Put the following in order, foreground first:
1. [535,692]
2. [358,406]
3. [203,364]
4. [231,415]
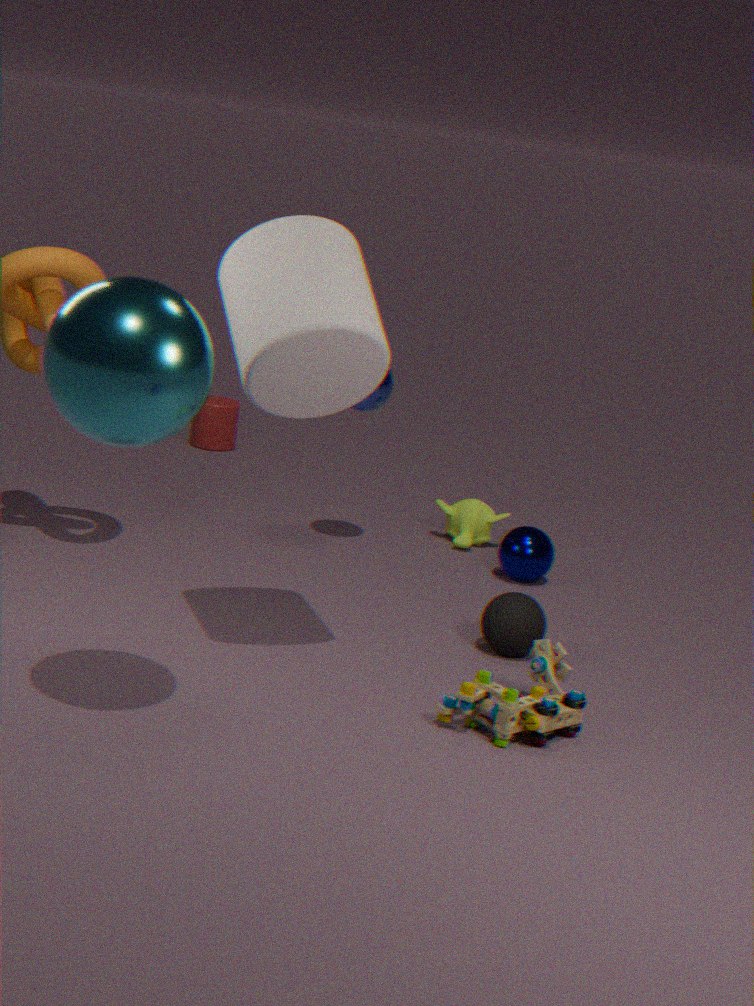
[203,364]
[535,692]
[358,406]
[231,415]
